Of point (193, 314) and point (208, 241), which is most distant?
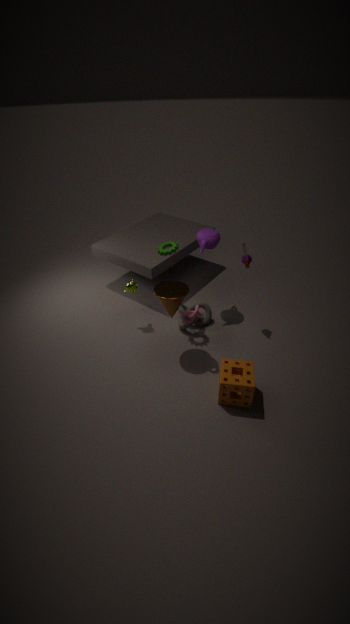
point (208, 241)
